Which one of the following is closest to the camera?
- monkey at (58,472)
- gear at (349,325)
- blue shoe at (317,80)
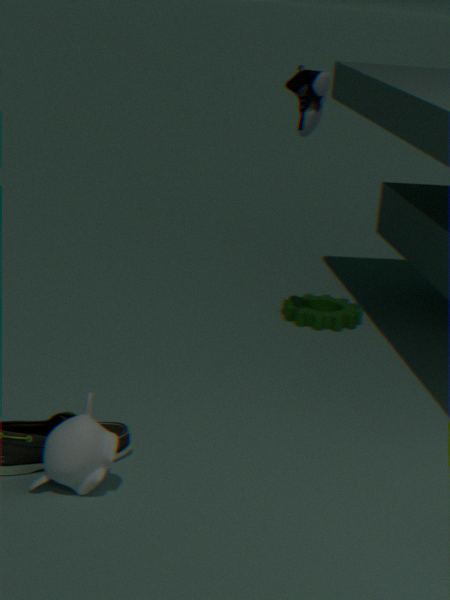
monkey at (58,472)
